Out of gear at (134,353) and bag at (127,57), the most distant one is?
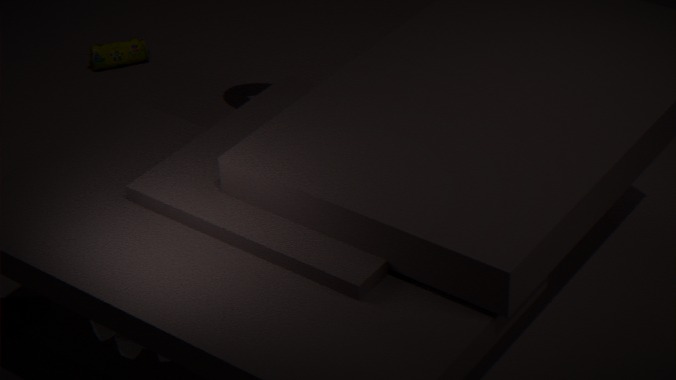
bag at (127,57)
